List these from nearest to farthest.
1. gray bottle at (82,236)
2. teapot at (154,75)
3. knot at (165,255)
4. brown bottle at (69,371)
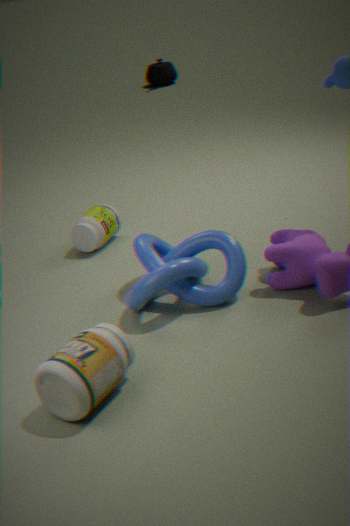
brown bottle at (69,371) → knot at (165,255) → gray bottle at (82,236) → teapot at (154,75)
